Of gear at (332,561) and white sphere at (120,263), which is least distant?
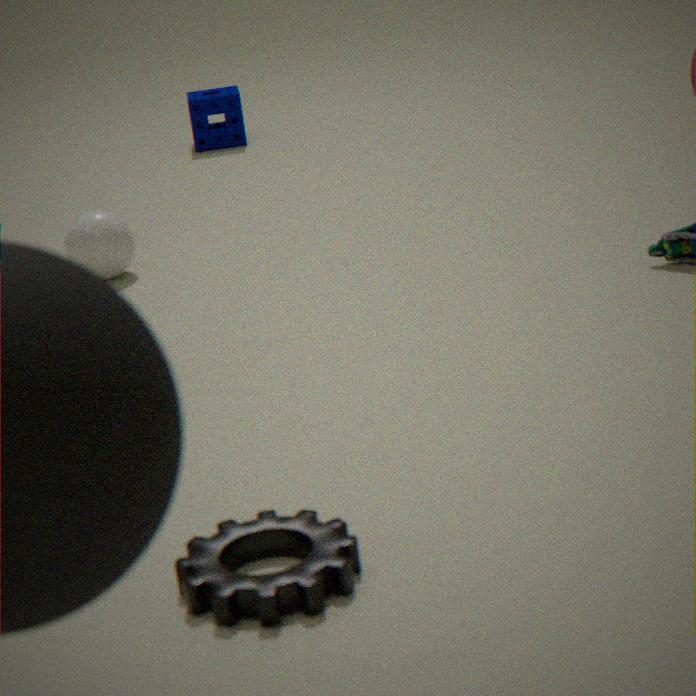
gear at (332,561)
